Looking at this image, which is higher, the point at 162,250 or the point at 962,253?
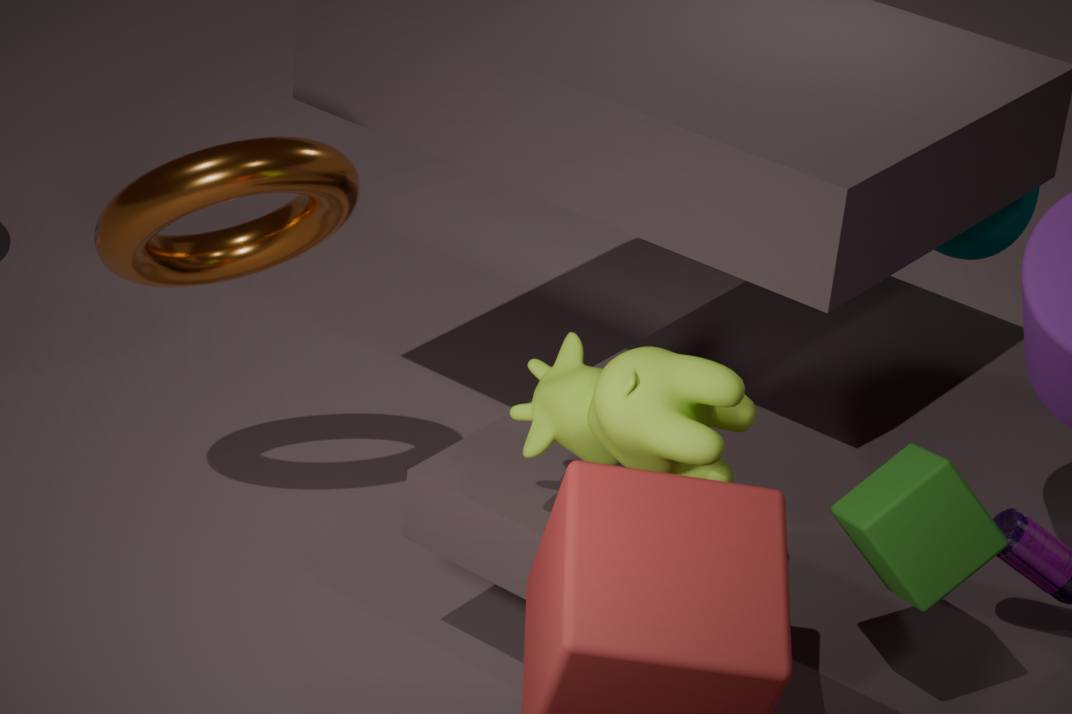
the point at 162,250
